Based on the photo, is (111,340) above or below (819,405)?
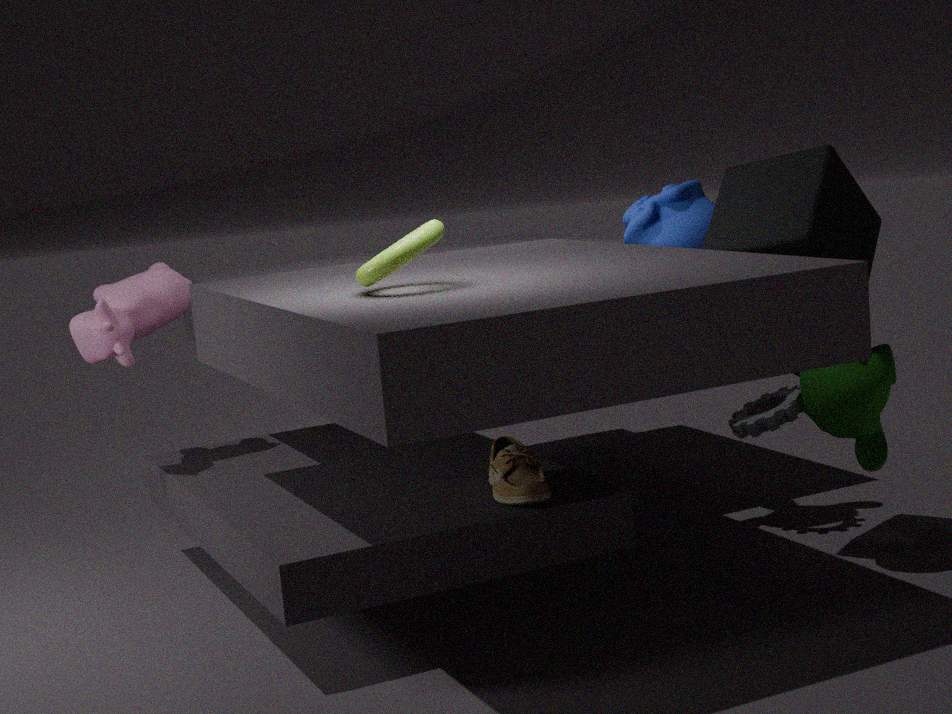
above
